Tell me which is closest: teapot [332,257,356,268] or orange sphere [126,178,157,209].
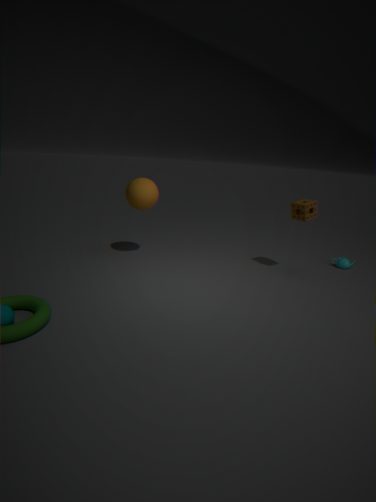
orange sphere [126,178,157,209]
